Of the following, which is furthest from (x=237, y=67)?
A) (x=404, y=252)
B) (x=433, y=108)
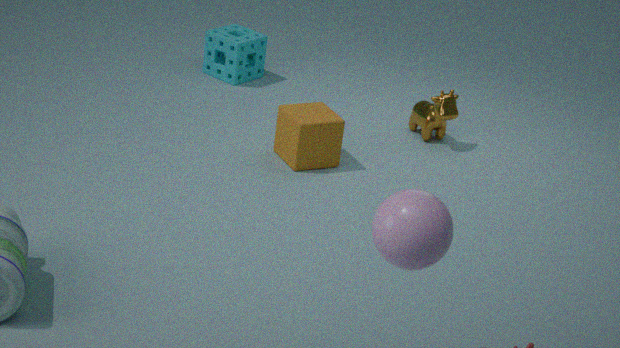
(x=404, y=252)
